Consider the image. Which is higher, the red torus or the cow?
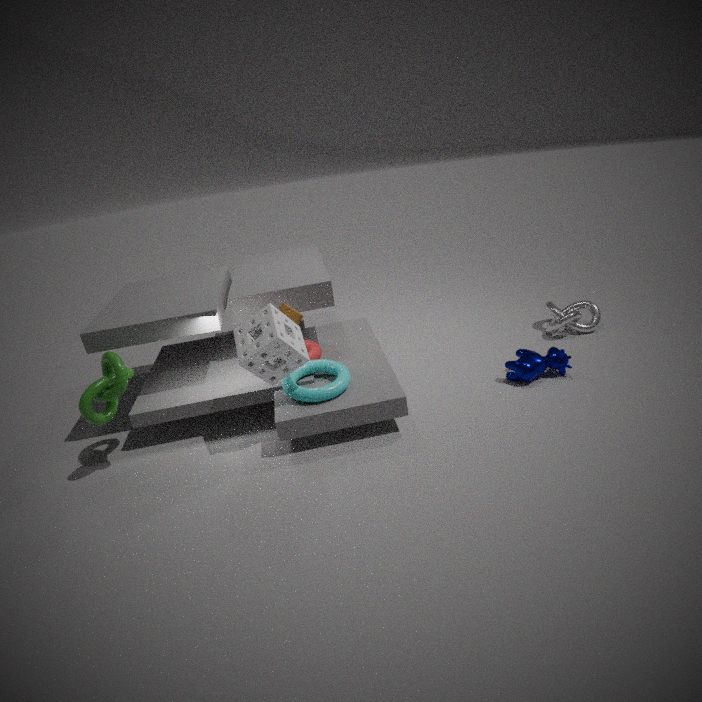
the red torus
